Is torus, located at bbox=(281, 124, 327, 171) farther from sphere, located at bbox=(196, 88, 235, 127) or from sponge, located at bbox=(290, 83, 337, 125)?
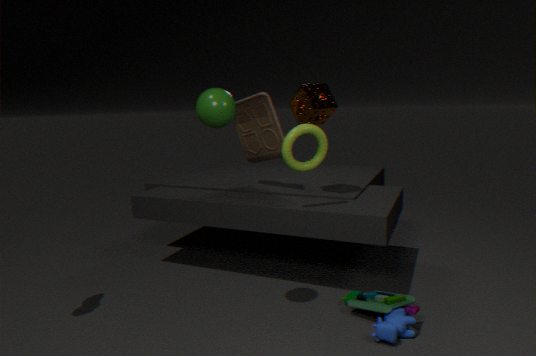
sphere, located at bbox=(196, 88, 235, 127)
